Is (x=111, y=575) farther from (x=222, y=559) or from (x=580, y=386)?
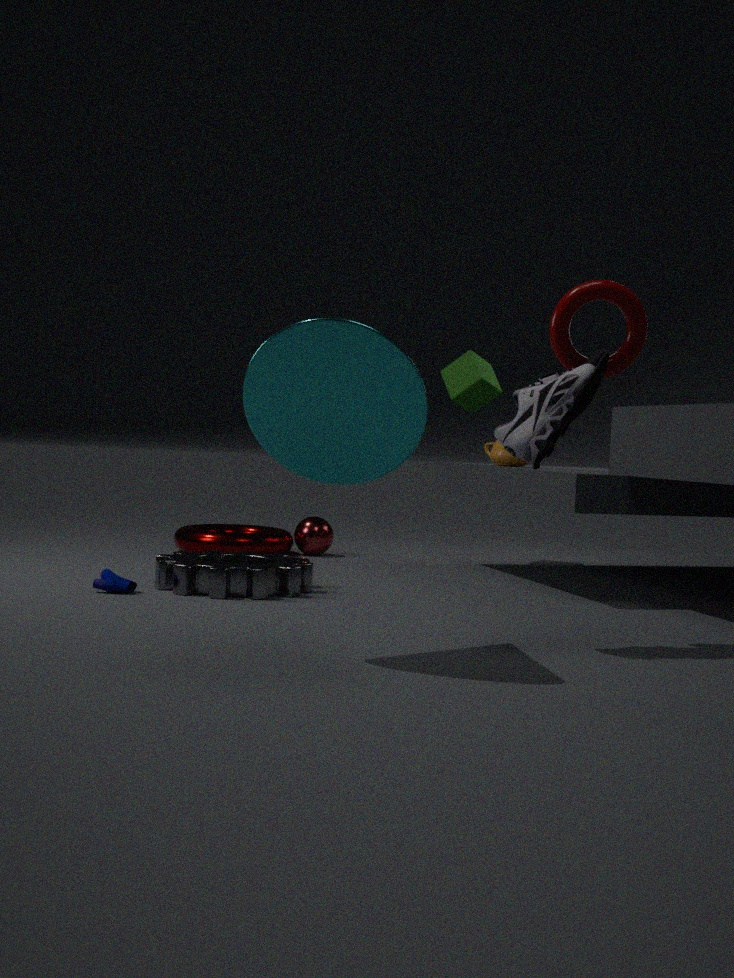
(x=580, y=386)
